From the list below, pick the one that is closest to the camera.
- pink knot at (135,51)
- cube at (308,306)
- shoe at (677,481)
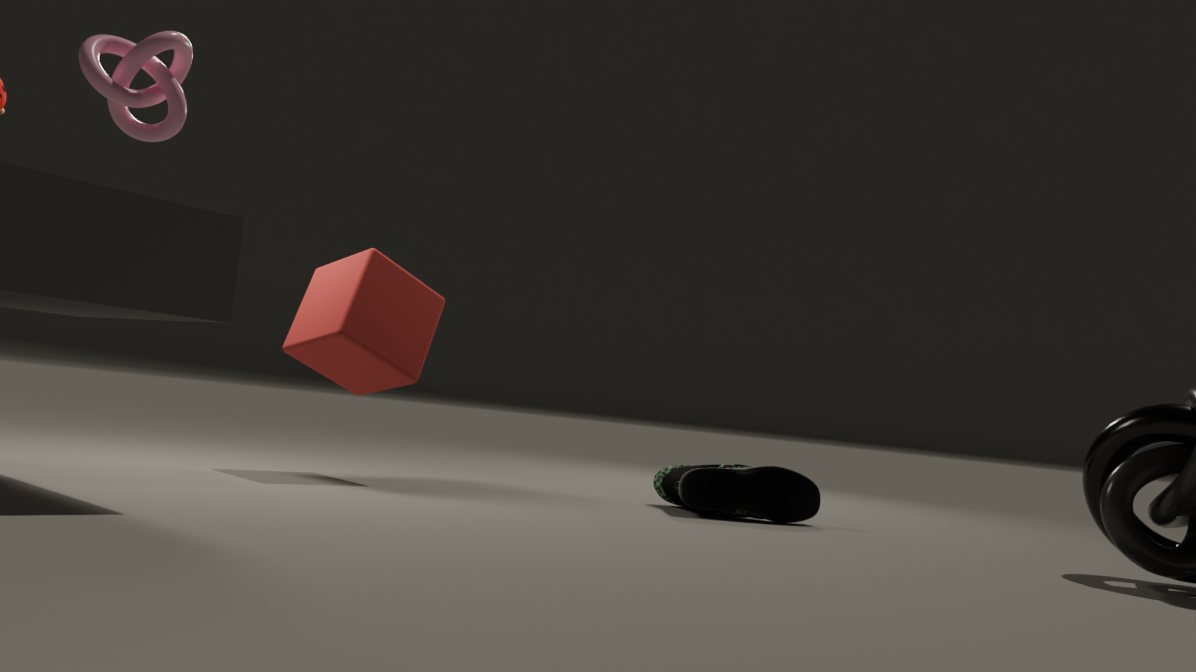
pink knot at (135,51)
